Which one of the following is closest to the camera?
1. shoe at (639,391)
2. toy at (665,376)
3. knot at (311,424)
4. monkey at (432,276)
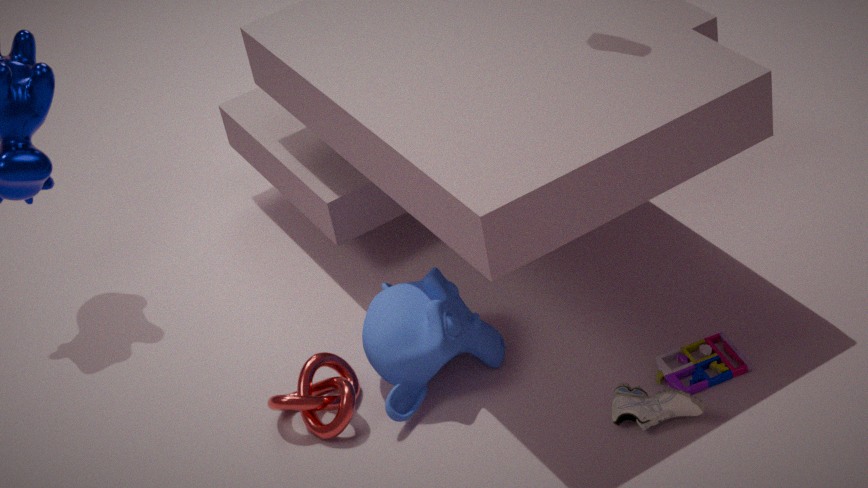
shoe at (639,391)
